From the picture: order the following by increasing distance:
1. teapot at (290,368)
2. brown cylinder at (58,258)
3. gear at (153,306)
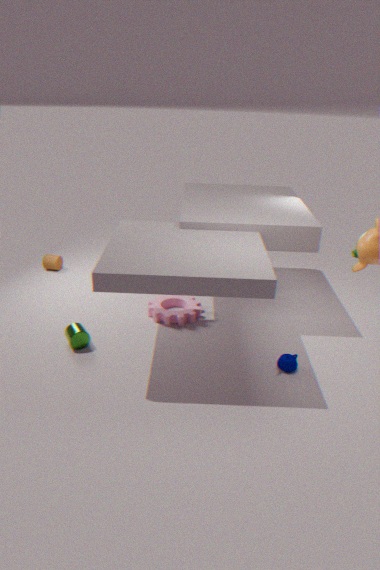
teapot at (290,368) < gear at (153,306) < brown cylinder at (58,258)
